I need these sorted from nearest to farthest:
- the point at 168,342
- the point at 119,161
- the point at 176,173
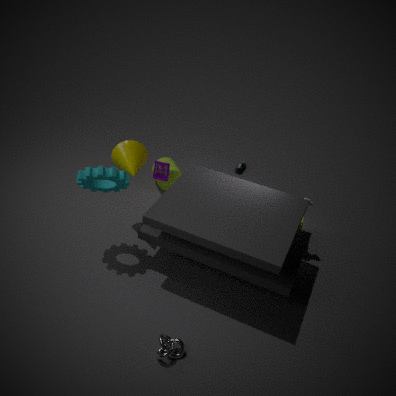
the point at 168,342 < the point at 119,161 < the point at 176,173
